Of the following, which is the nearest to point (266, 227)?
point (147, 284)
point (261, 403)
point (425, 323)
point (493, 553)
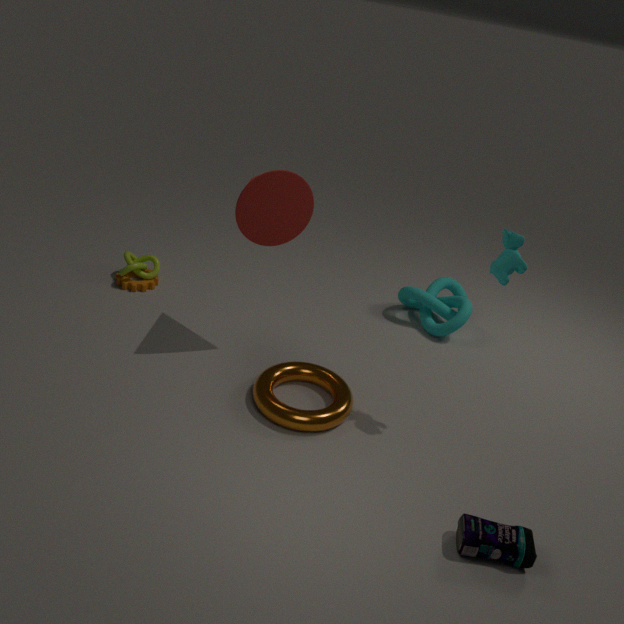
point (261, 403)
